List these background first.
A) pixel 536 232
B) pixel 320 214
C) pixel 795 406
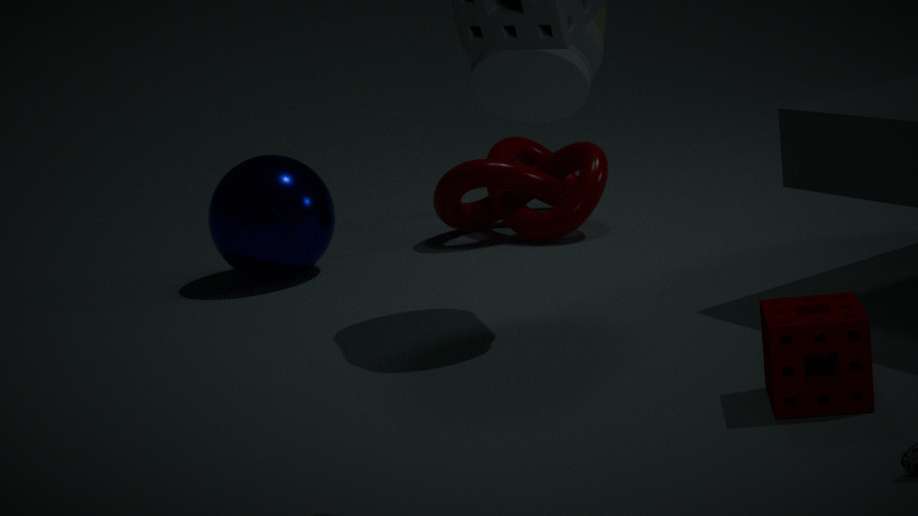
1. pixel 536 232
2. pixel 320 214
3. pixel 795 406
